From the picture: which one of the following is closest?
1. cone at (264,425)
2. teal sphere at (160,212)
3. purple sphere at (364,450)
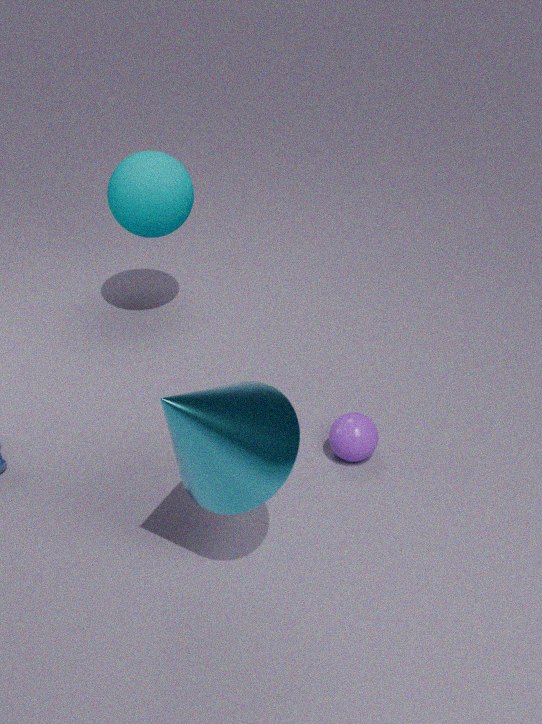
cone at (264,425)
